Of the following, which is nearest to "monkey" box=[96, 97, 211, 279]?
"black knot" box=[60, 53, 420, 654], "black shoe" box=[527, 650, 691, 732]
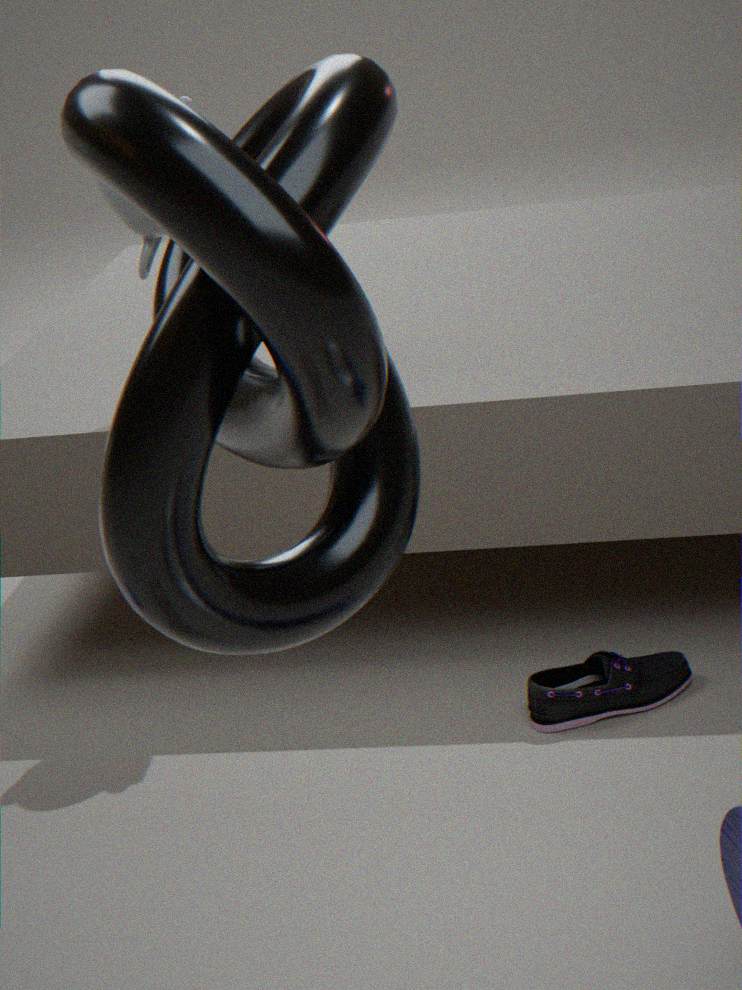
"black knot" box=[60, 53, 420, 654]
